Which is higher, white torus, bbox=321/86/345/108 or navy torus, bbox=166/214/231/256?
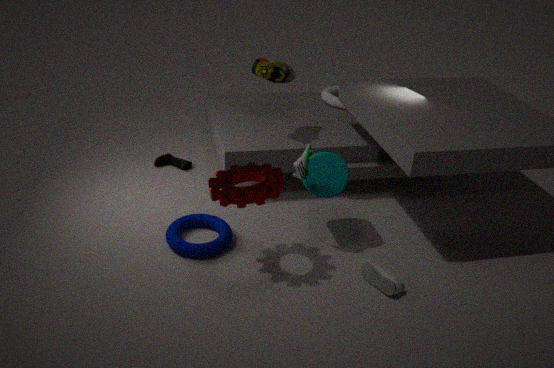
white torus, bbox=321/86/345/108
